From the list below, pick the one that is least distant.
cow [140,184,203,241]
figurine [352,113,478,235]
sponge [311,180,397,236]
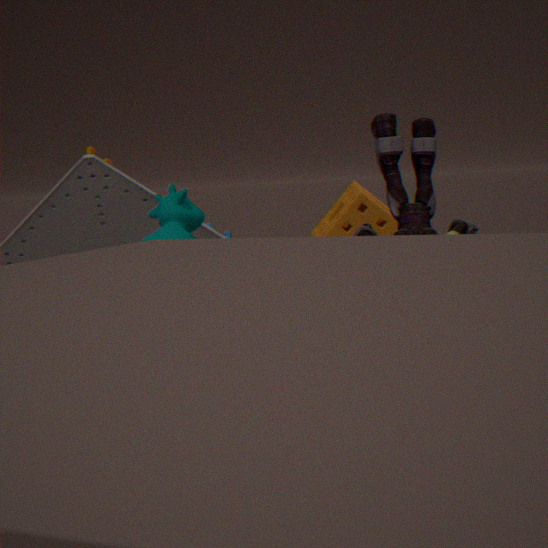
figurine [352,113,478,235]
